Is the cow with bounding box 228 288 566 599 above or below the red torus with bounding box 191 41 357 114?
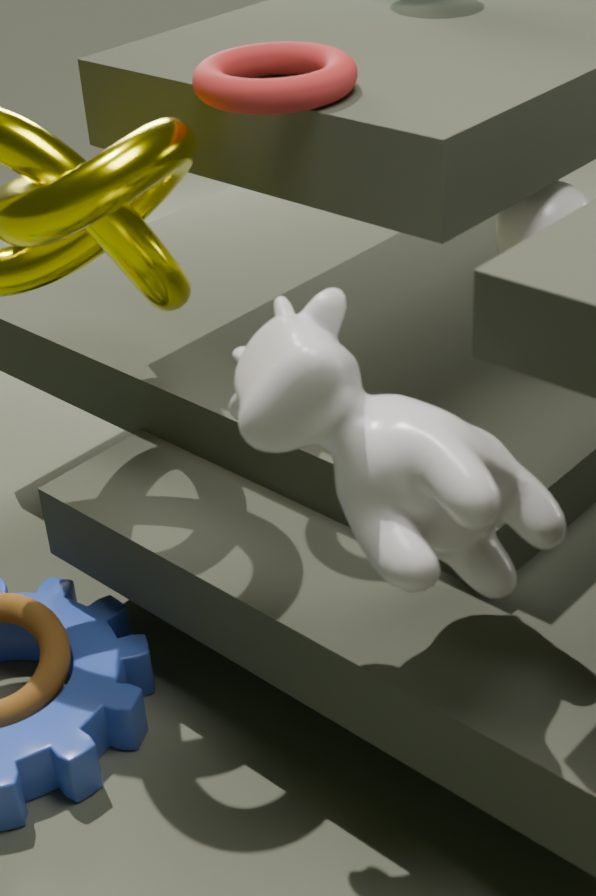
below
